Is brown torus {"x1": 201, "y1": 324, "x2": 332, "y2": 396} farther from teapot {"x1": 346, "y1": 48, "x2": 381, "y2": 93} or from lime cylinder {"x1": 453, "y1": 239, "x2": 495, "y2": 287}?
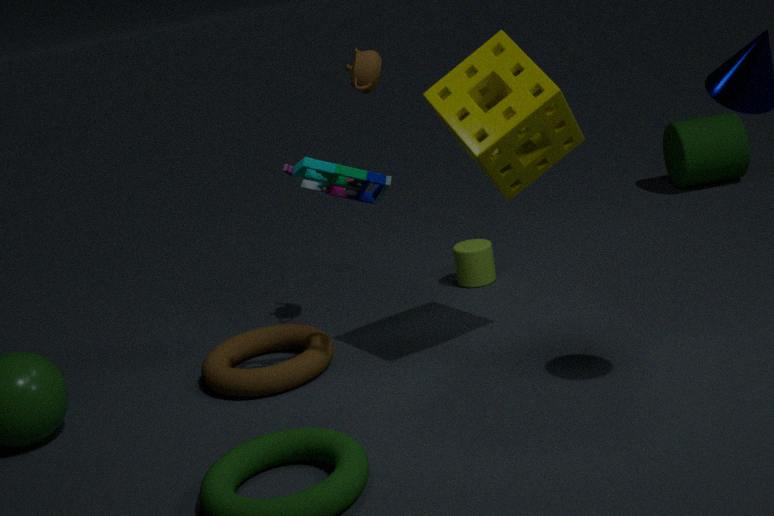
teapot {"x1": 346, "y1": 48, "x2": 381, "y2": 93}
